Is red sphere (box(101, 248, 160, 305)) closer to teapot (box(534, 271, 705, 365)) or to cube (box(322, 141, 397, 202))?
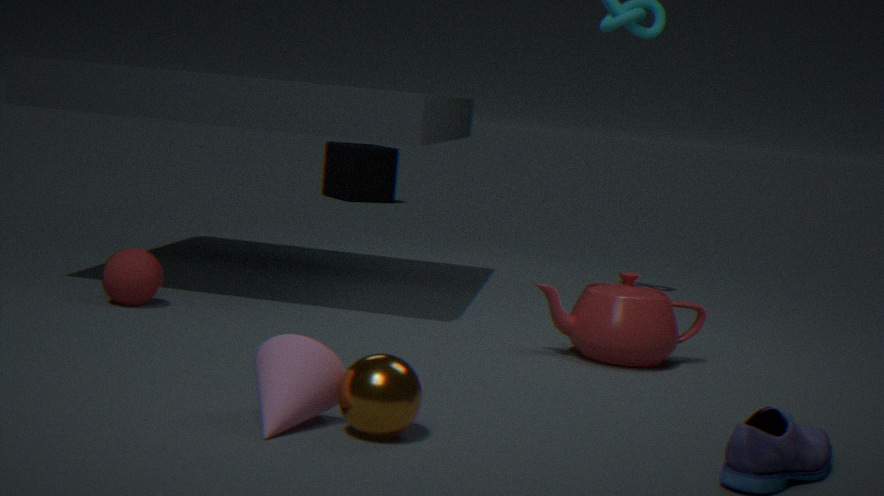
teapot (box(534, 271, 705, 365))
